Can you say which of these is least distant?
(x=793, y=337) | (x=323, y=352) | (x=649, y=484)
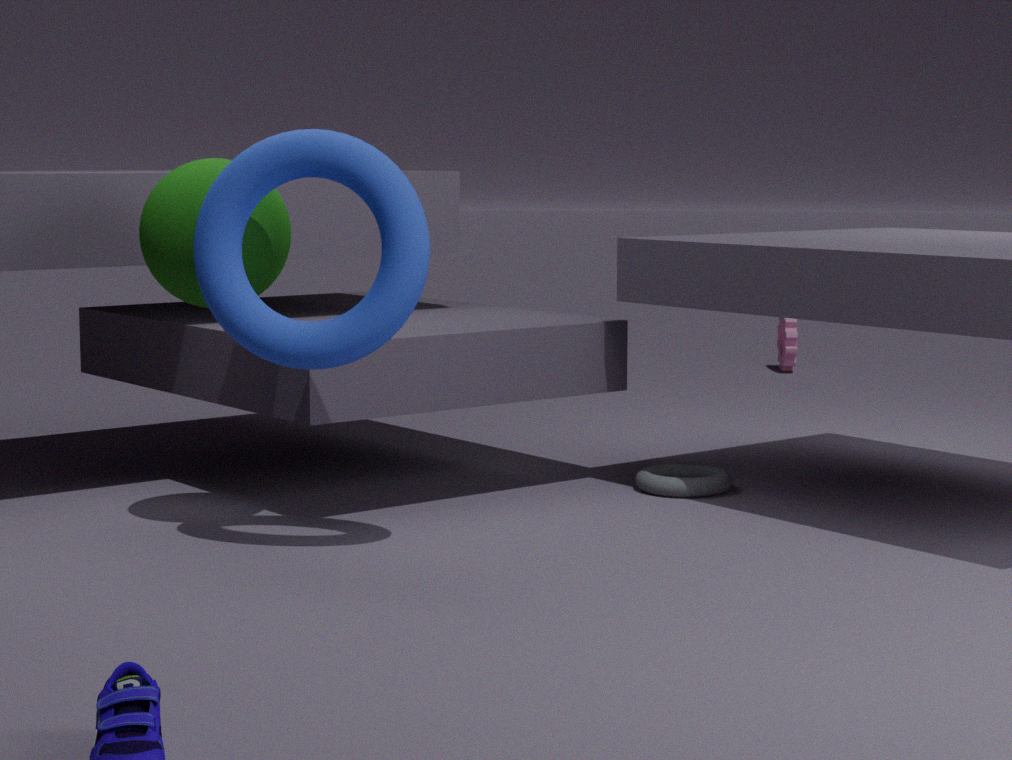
(x=323, y=352)
